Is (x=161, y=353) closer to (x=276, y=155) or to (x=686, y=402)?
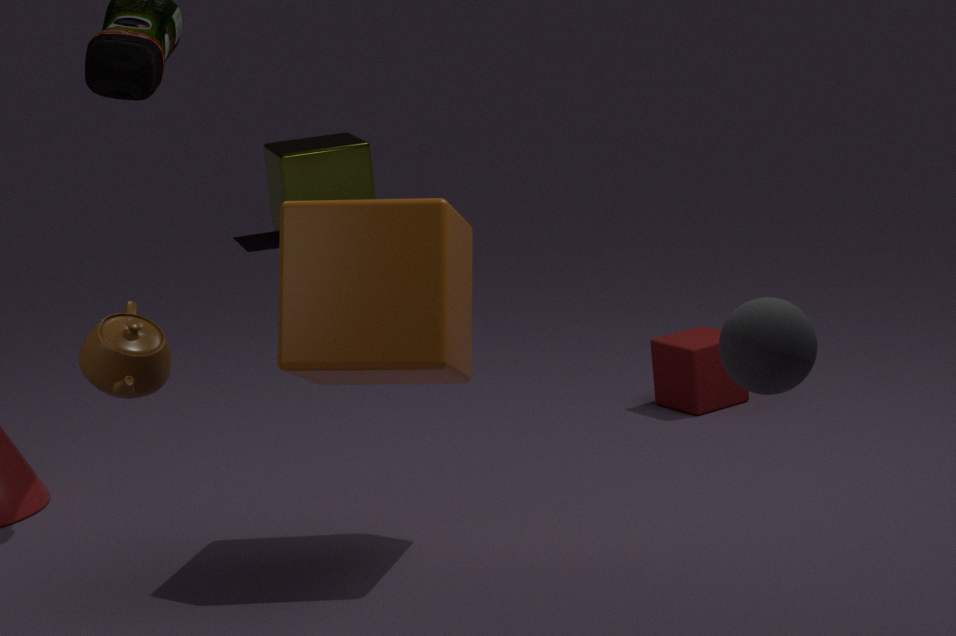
(x=686, y=402)
